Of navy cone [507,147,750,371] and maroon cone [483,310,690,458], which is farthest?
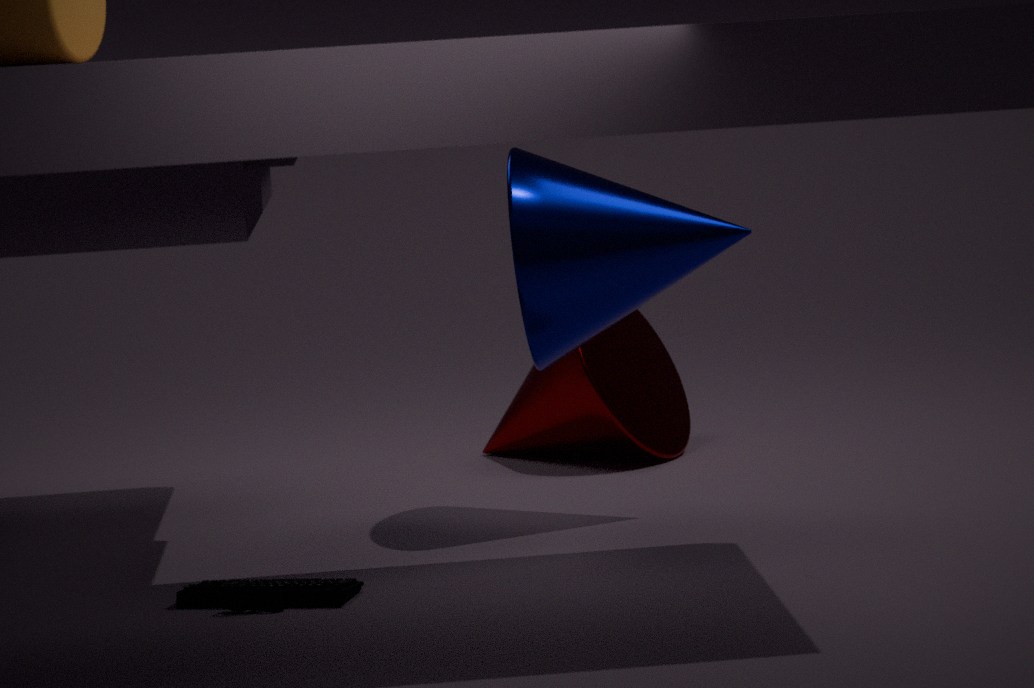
maroon cone [483,310,690,458]
